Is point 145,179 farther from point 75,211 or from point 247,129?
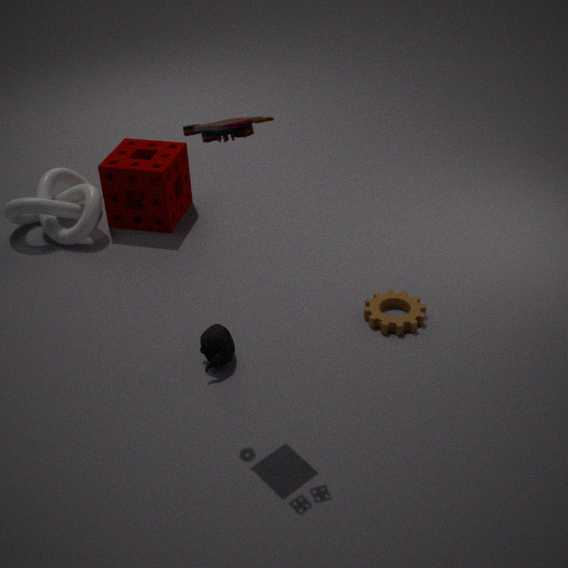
point 247,129
